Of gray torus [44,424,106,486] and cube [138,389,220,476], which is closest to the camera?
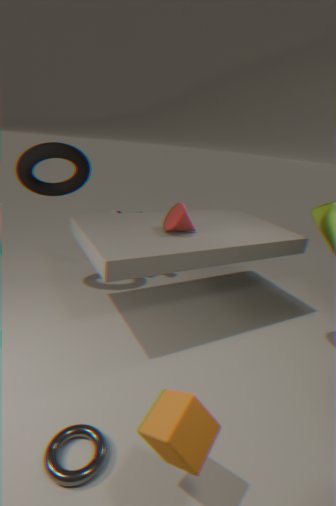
cube [138,389,220,476]
